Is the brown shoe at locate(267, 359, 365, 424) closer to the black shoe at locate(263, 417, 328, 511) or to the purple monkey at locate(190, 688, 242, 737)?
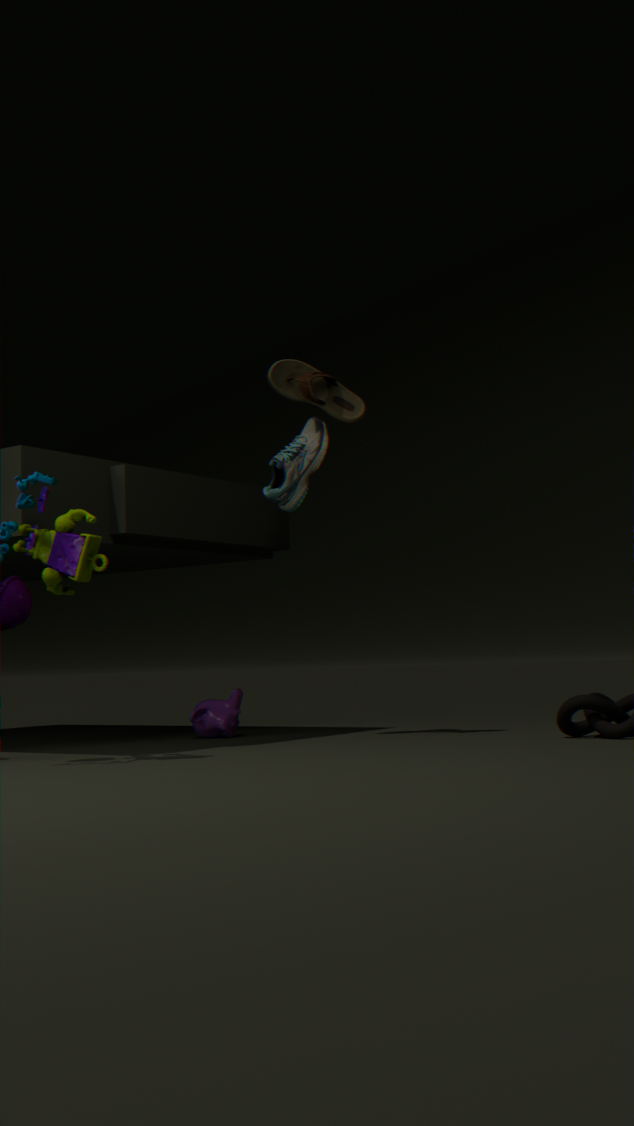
the black shoe at locate(263, 417, 328, 511)
